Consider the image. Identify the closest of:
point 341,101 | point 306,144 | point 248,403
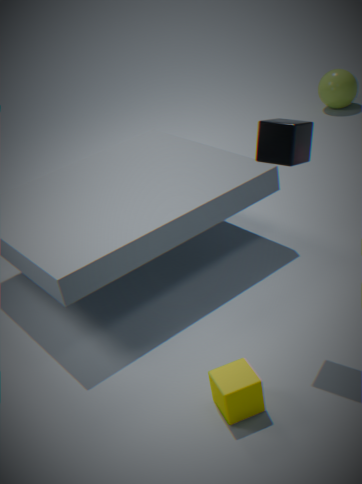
point 248,403
